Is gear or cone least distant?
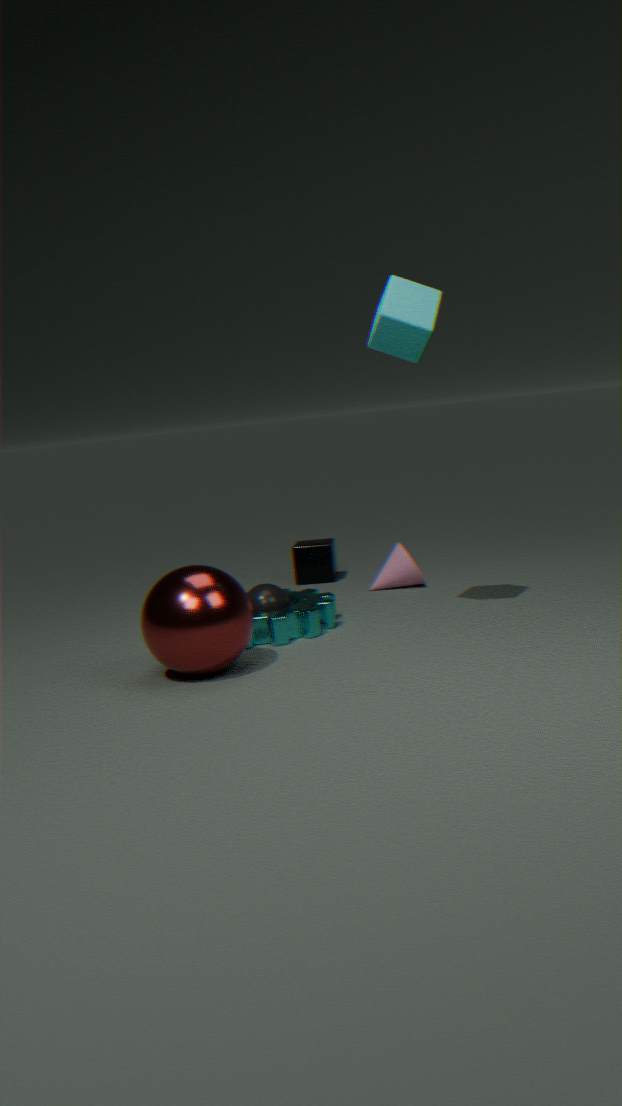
gear
